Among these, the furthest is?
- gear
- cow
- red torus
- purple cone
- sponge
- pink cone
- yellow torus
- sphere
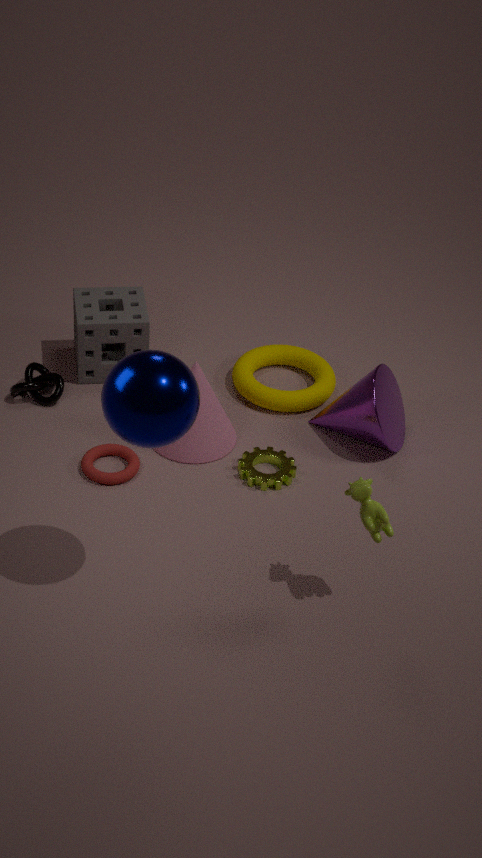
yellow torus
